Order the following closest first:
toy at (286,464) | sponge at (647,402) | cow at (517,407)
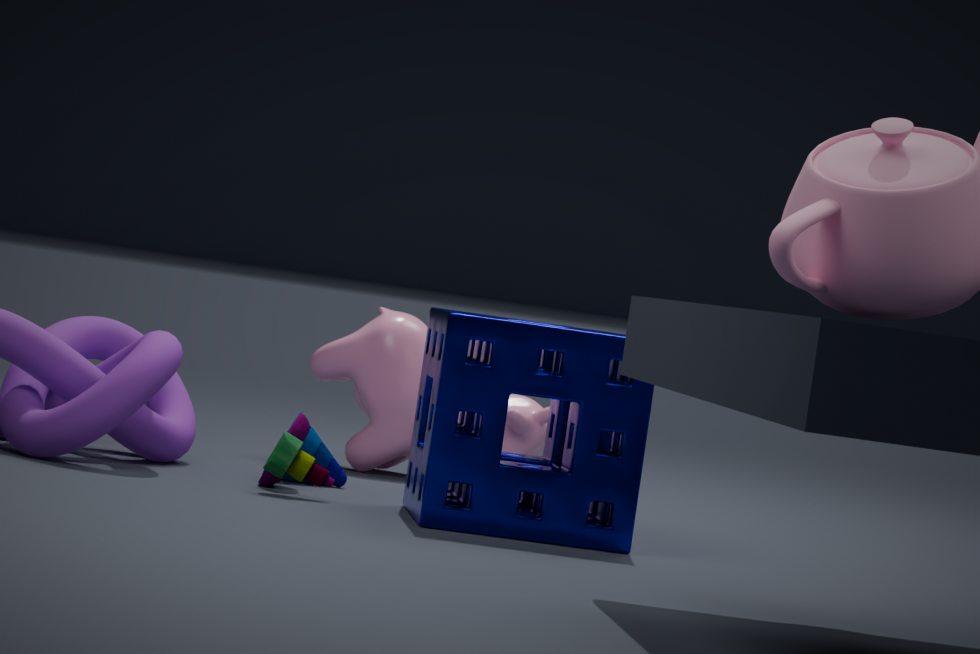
sponge at (647,402)
toy at (286,464)
cow at (517,407)
